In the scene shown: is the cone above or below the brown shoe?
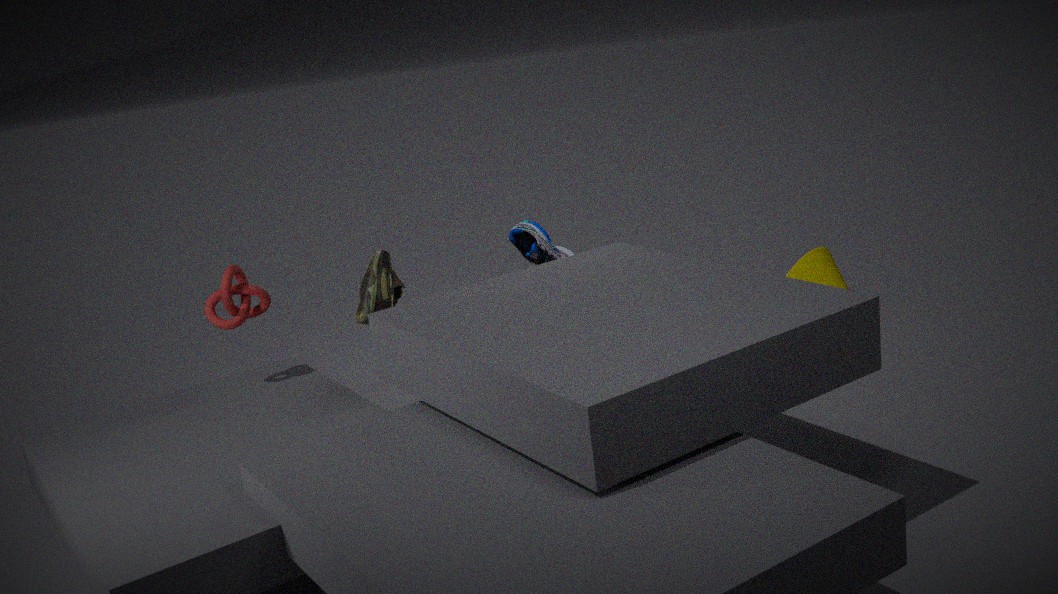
below
